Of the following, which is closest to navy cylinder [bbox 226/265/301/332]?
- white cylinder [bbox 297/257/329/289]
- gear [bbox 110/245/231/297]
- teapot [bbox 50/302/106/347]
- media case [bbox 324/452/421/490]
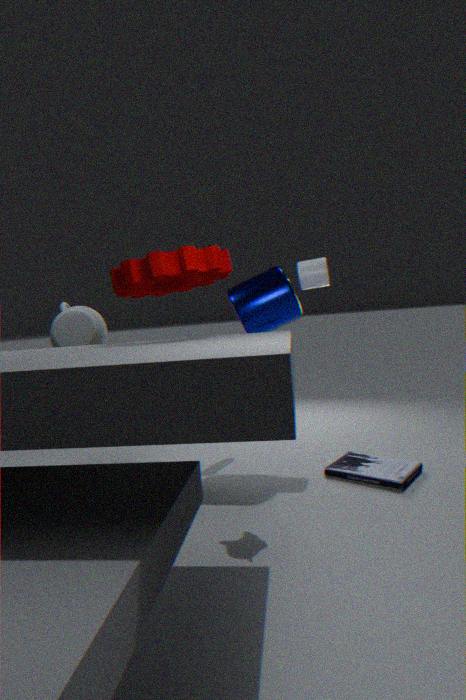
white cylinder [bbox 297/257/329/289]
